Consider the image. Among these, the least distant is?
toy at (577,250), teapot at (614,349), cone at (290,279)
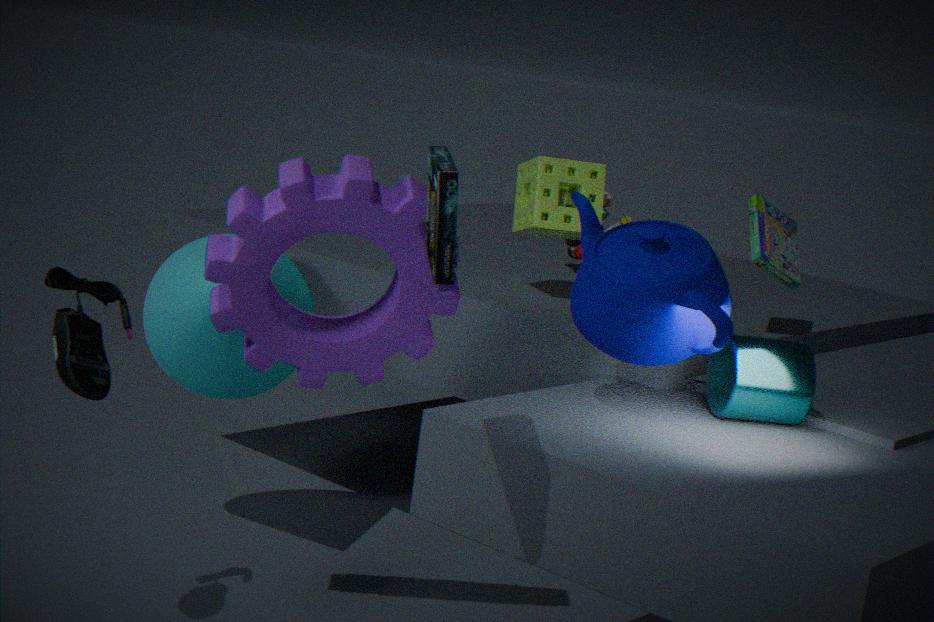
teapot at (614,349)
